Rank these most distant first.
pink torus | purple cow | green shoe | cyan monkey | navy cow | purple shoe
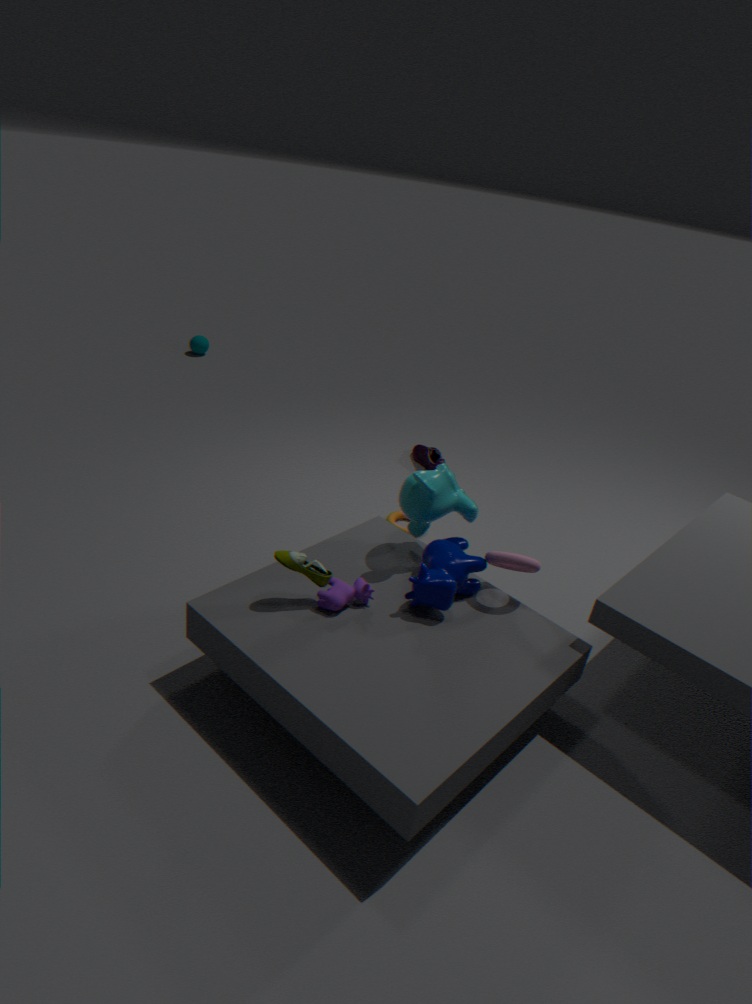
purple shoe < cyan monkey < pink torus < navy cow < purple cow < green shoe
